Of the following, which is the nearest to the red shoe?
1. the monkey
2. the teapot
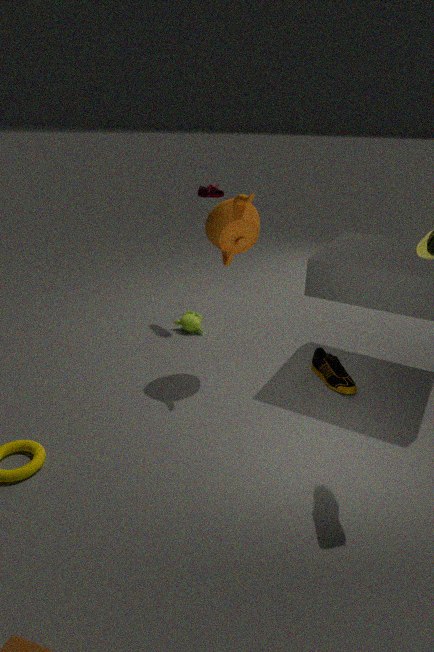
the teapot
